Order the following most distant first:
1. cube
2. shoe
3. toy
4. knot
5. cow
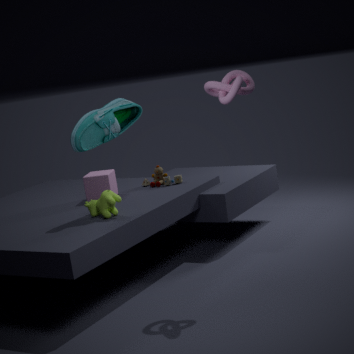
toy, cube, cow, shoe, knot
